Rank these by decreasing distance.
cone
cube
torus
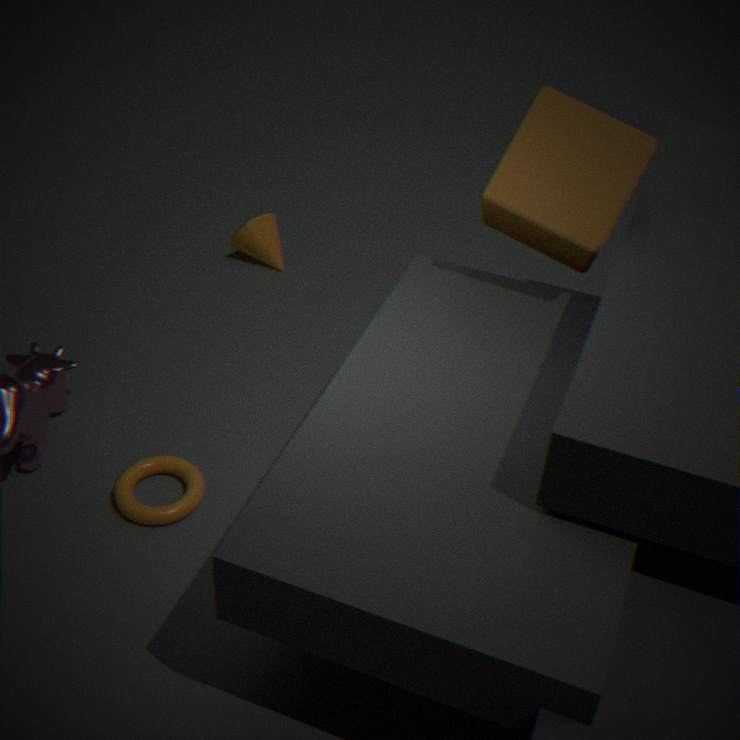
cone → torus → cube
